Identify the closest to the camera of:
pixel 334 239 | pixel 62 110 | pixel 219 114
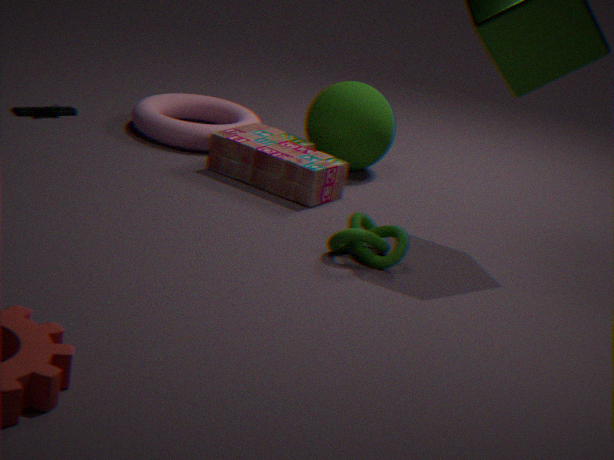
pixel 334 239
